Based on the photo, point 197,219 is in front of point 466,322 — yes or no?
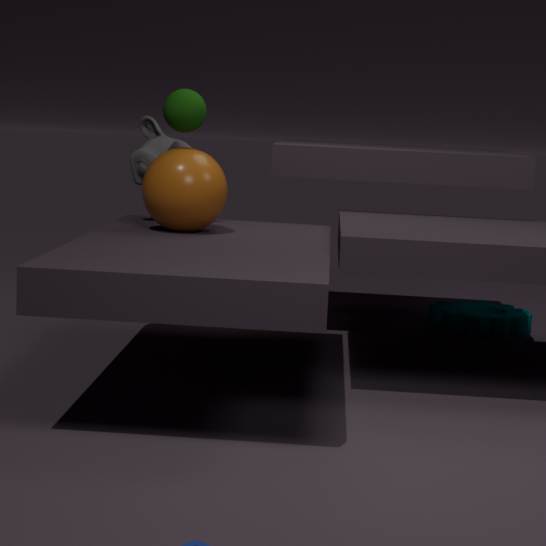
Yes
